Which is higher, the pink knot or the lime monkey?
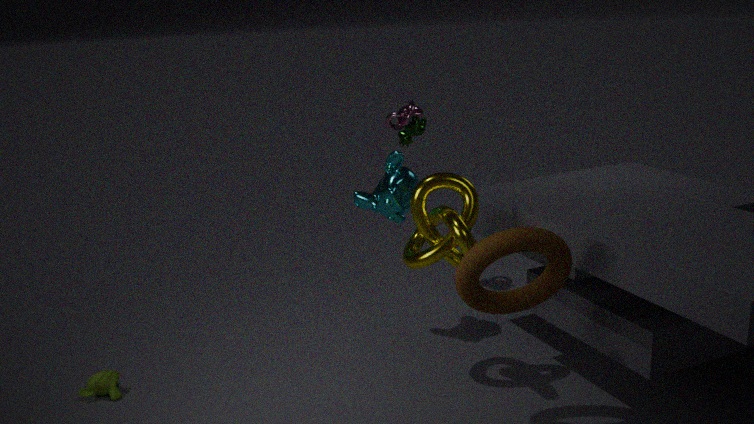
the pink knot
